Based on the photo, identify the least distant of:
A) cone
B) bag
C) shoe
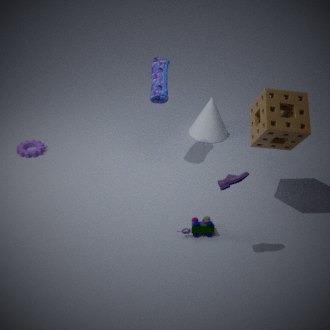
shoe
